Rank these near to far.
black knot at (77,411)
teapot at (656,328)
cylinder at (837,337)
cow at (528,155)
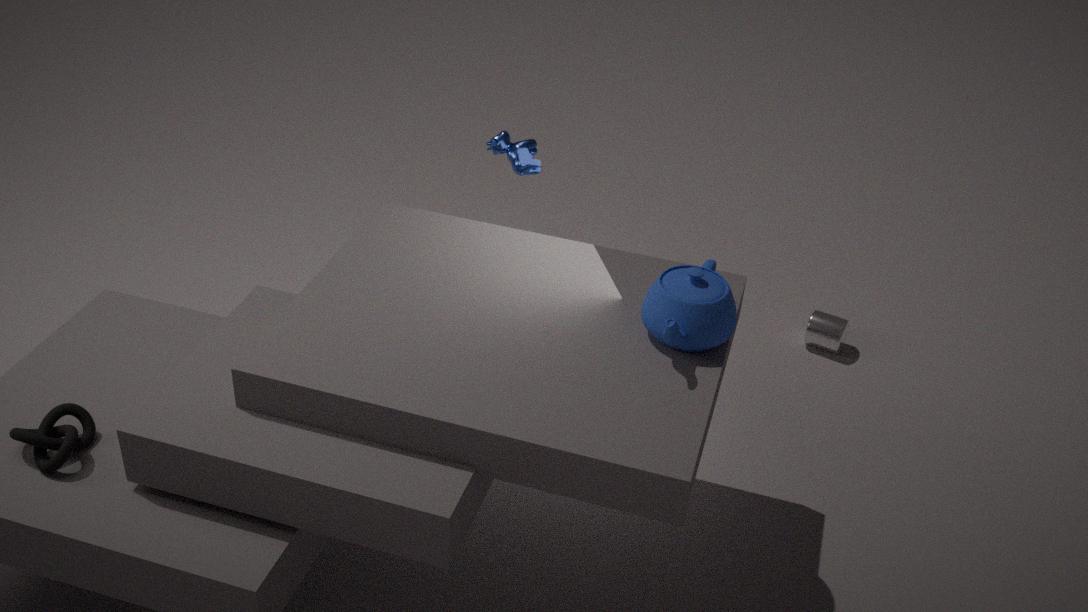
black knot at (77,411) < teapot at (656,328) < cow at (528,155) < cylinder at (837,337)
